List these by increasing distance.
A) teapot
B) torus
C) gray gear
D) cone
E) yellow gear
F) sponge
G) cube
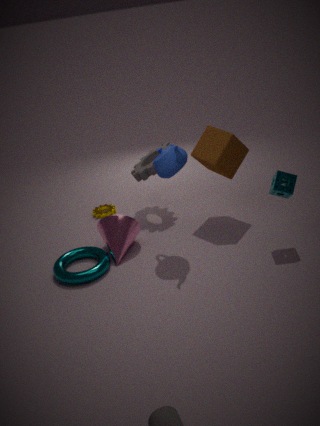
sponge
teapot
torus
cone
cube
gray gear
yellow gear
